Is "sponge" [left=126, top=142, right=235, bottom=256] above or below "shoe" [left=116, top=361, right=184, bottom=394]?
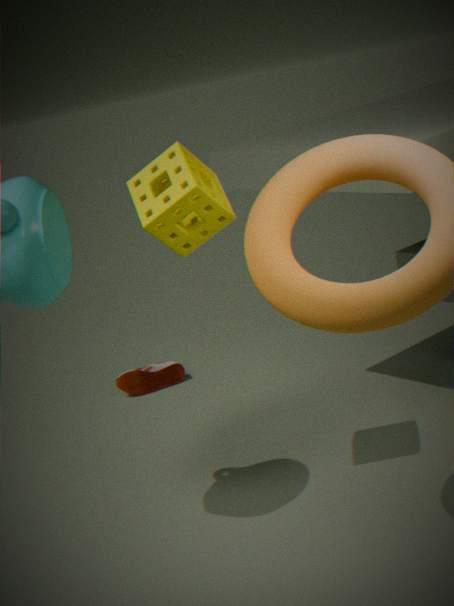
above
